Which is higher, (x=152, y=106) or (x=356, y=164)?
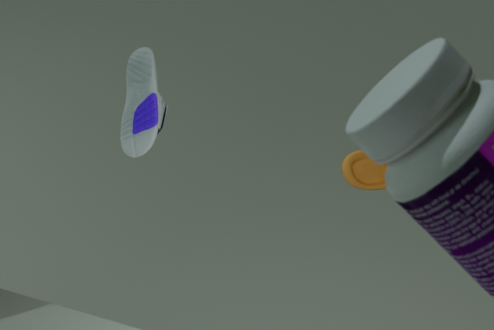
(x=152, y=106)
